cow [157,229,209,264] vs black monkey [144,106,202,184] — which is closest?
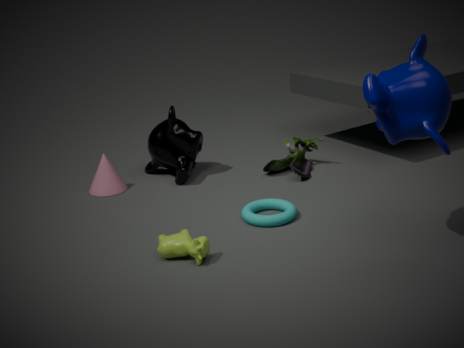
cow [157,229,209,264]
